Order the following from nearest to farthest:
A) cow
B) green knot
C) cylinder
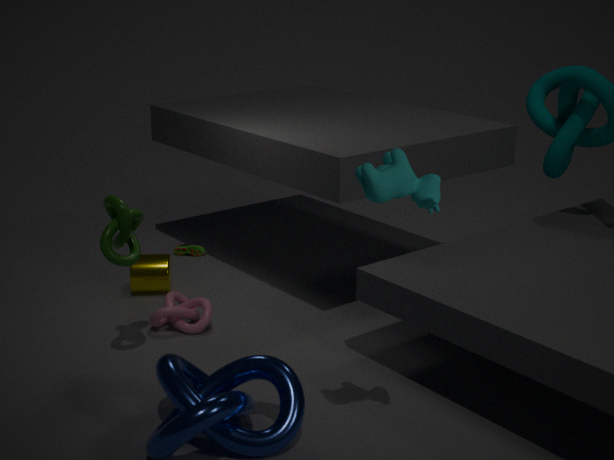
cow
green knot
cylinder
